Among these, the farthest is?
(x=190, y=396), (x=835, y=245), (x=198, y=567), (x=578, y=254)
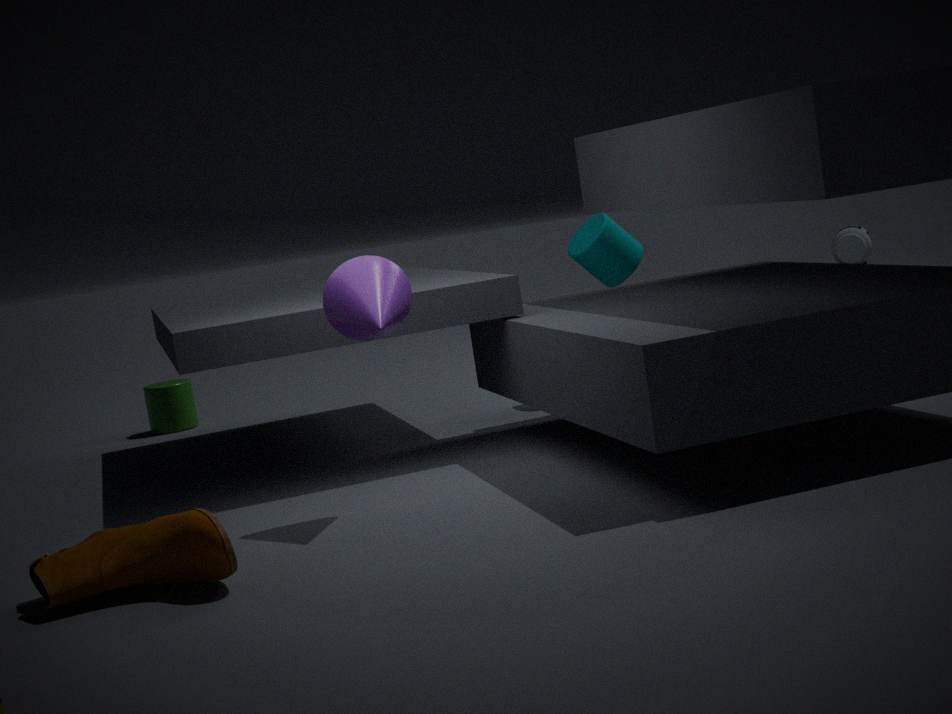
(x=835, y=245)
